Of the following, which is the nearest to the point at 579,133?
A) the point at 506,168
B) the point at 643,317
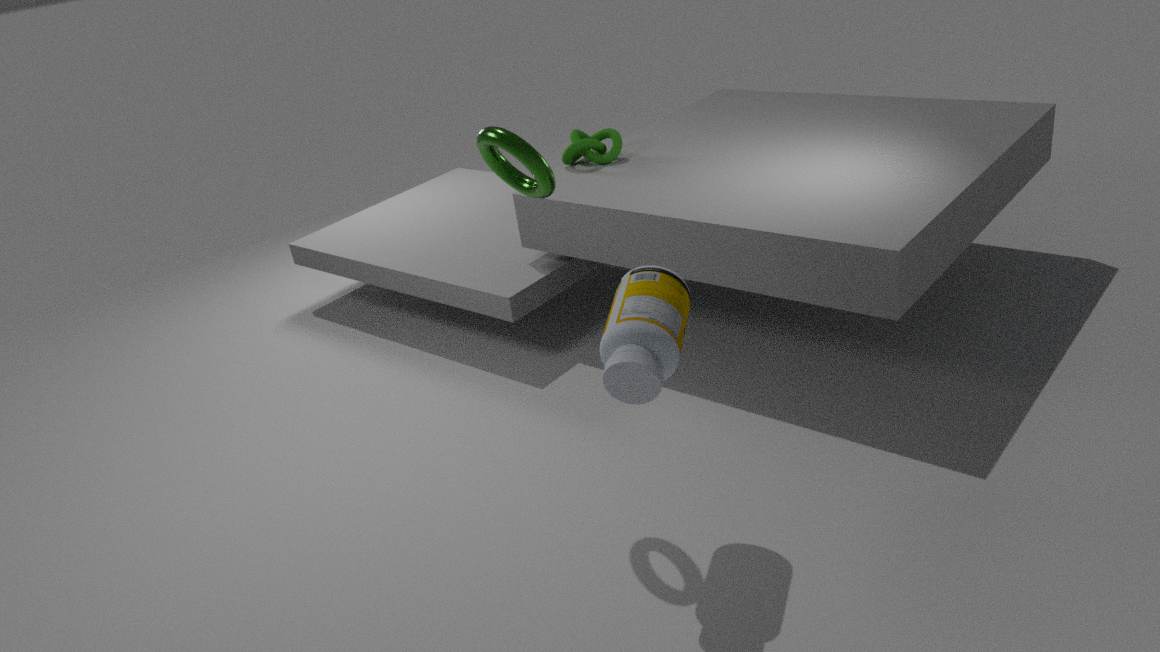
the point at 506,168
